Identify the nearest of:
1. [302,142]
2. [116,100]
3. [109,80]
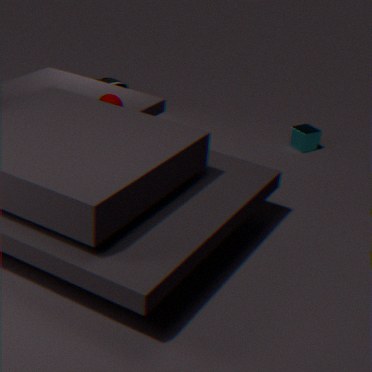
[116,100]
